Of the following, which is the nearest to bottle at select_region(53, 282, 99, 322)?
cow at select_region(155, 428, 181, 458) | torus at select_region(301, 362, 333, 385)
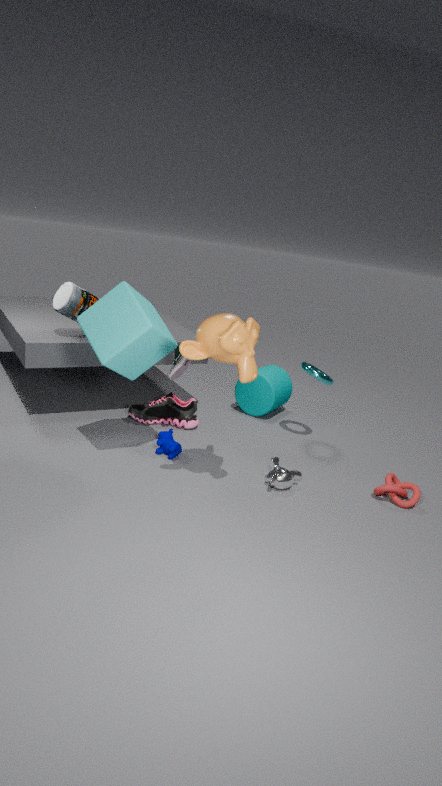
cow at select_region(155, 428, 181, 458)
